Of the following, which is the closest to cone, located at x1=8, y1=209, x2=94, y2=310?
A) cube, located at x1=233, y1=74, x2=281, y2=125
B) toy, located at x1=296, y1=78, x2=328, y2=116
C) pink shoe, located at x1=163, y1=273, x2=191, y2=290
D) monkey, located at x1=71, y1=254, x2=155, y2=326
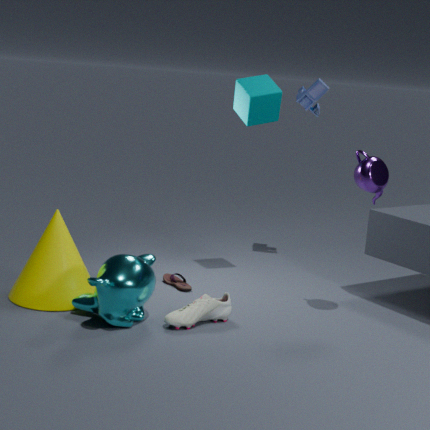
monkey, located at x1=71, y1=254, x2=155, y2=326
